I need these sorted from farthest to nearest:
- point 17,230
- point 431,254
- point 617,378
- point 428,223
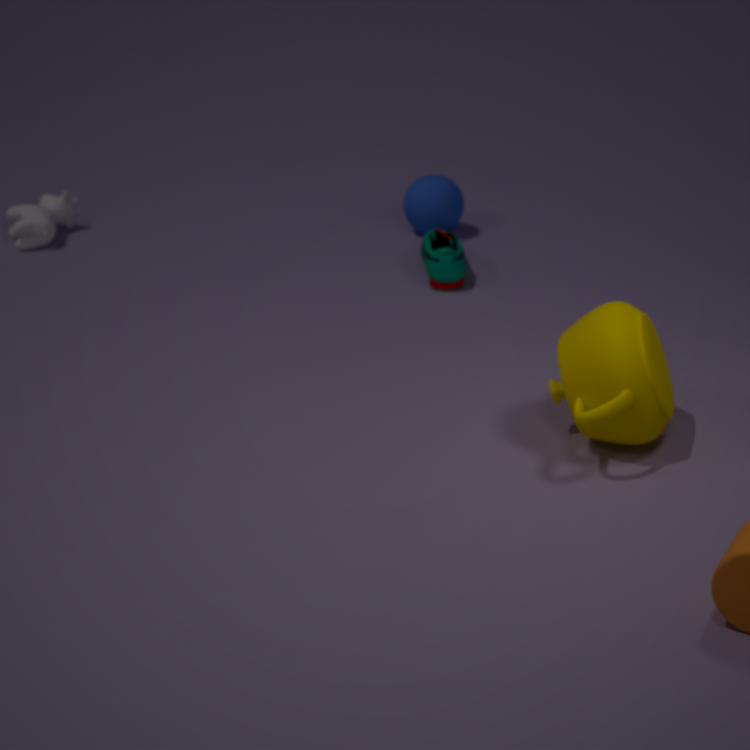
1. point 428,223
2. point 17,230
3. point 431,254
4. point 617,378
